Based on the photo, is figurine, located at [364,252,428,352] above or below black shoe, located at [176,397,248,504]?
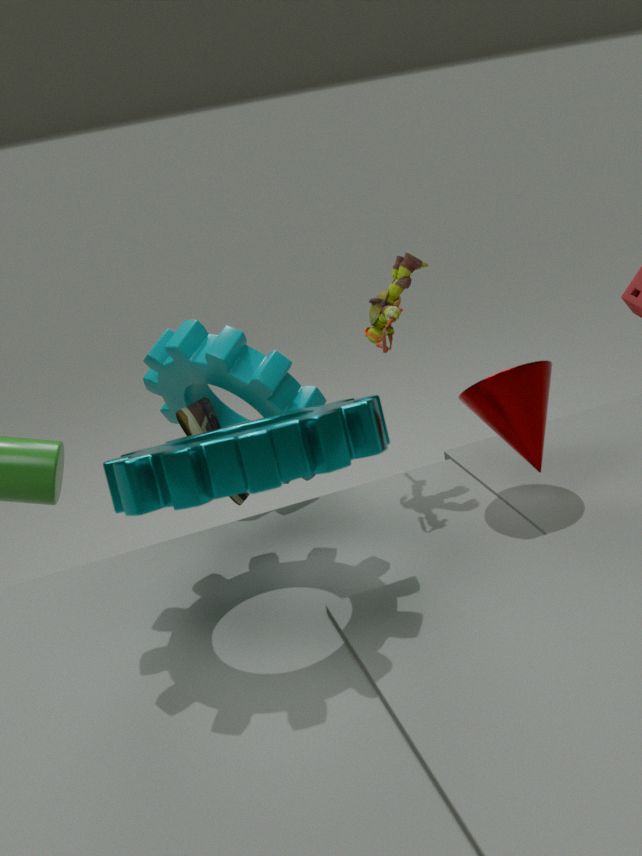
above
